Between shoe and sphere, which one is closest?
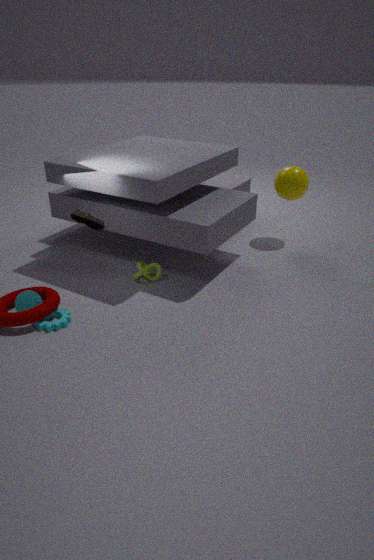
shoe
